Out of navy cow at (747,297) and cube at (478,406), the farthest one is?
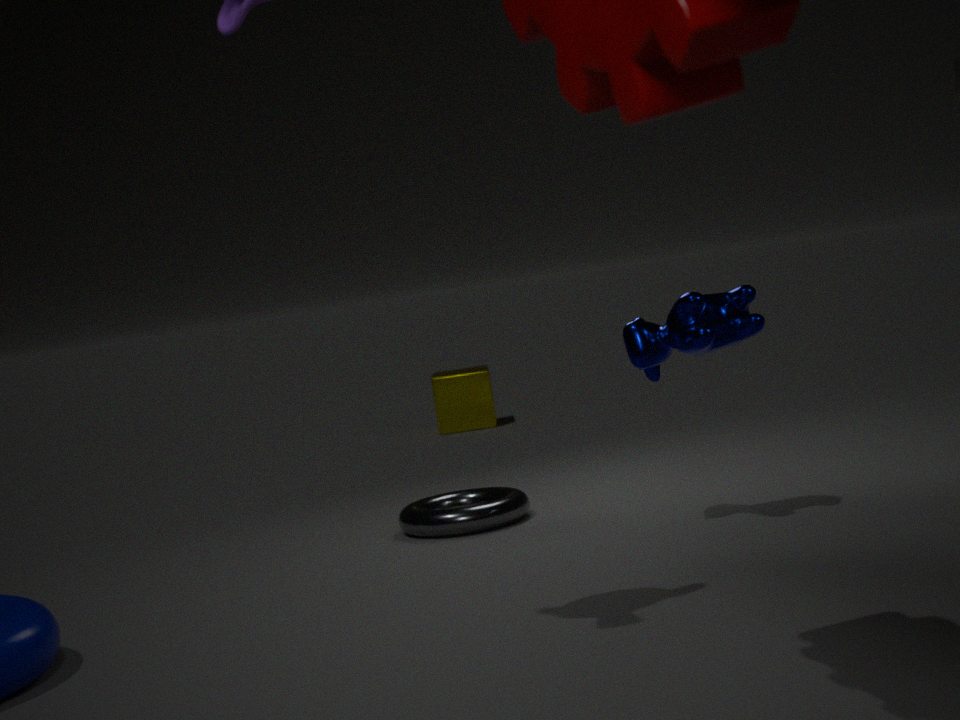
cube at (478,406)
